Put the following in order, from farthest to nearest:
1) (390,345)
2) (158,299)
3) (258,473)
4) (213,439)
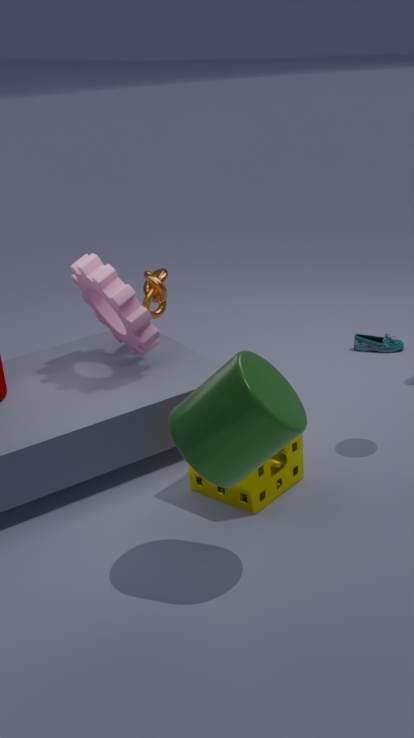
1 → 2 → 3 → 4
